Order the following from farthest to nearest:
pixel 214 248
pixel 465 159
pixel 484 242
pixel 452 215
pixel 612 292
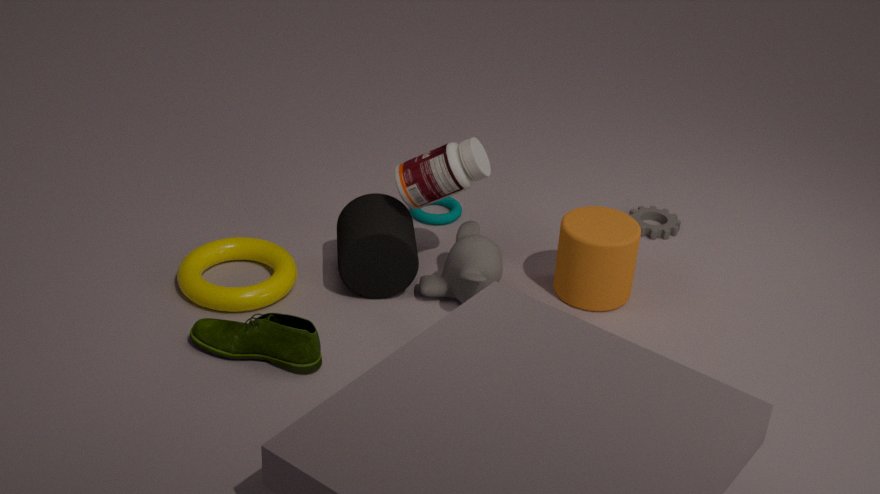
1. pixel 452 215
2. pixel 214 248
3. pixel 612 292
4. pixel 484 242
5. pixel 465 159
